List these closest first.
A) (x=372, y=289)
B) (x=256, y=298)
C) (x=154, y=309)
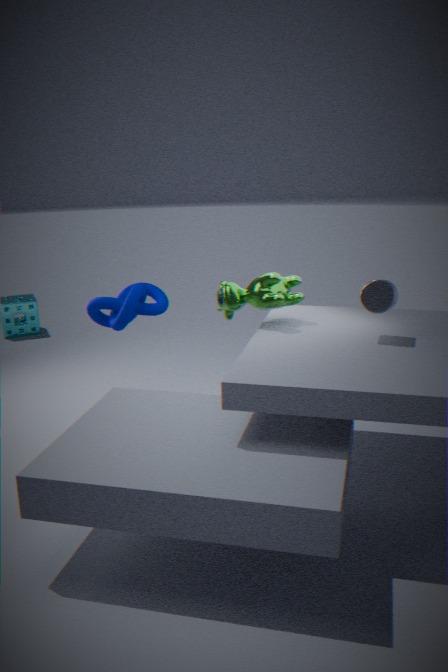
(x=372, y=289), (x=256, y=298), (x=154, y=309)
